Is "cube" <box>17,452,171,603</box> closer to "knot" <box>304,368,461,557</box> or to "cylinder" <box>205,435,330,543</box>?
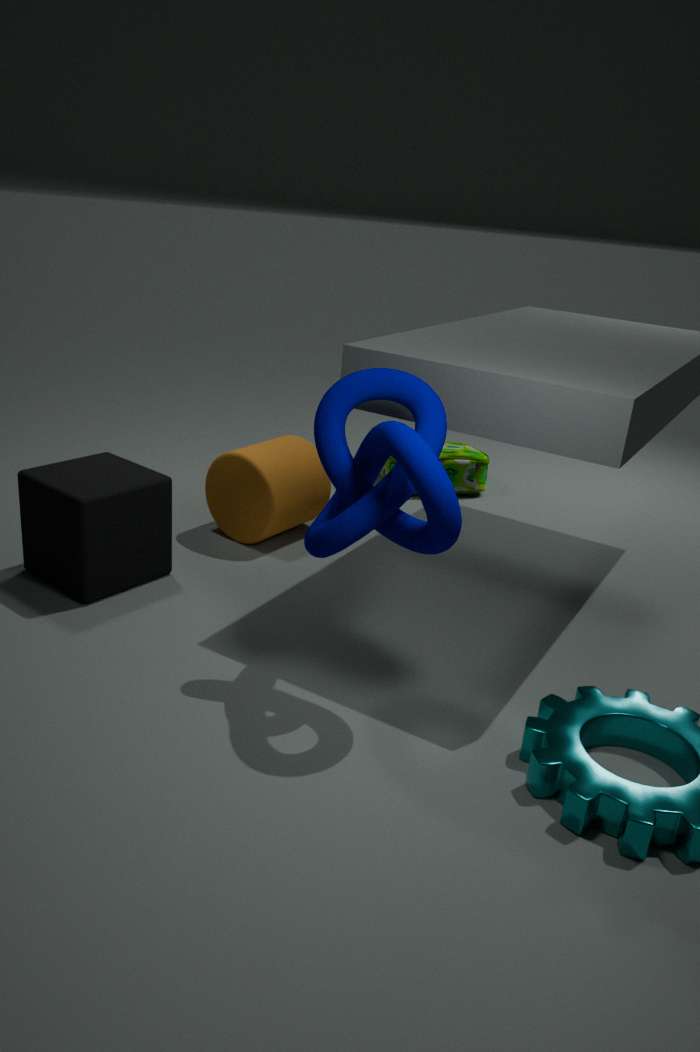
"cylinder" <box>205,435,330,543</box>
